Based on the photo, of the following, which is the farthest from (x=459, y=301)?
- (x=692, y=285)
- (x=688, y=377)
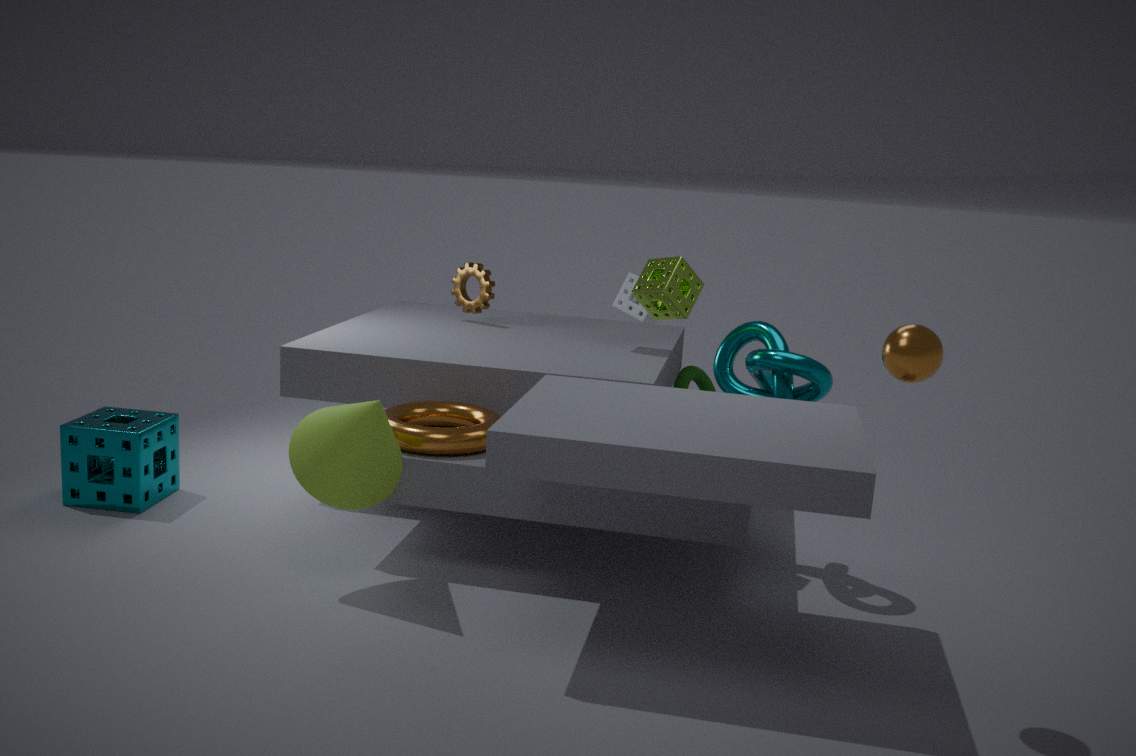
(x=692, y=285)
